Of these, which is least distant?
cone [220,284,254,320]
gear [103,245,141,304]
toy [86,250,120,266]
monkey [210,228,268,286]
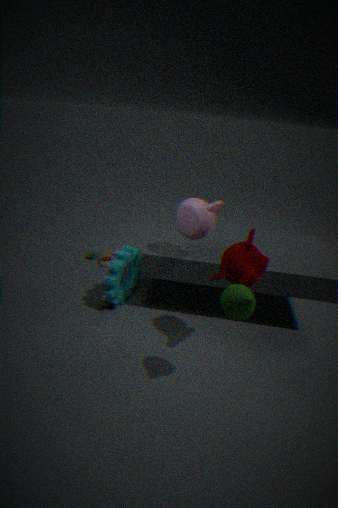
cone [220,284,254,320]
